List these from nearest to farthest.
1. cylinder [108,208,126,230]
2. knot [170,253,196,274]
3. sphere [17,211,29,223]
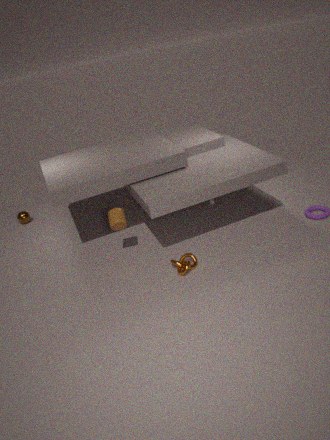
1. knot [170,253,196,274]
2. cylinder [108,208,126,230]
3. sphere [17,211,29,223]
